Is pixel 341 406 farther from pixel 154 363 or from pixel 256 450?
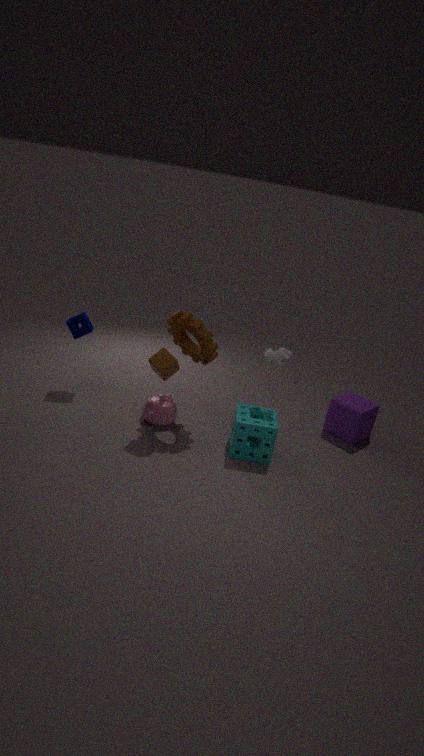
pixel 154 363
